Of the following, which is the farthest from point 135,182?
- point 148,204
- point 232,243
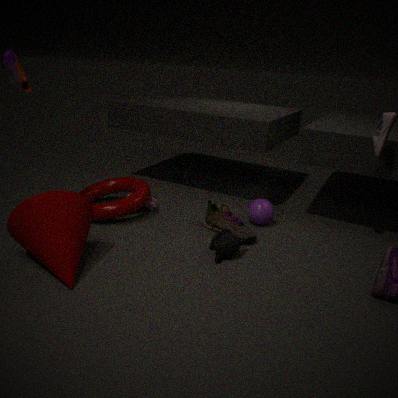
point 232,243
